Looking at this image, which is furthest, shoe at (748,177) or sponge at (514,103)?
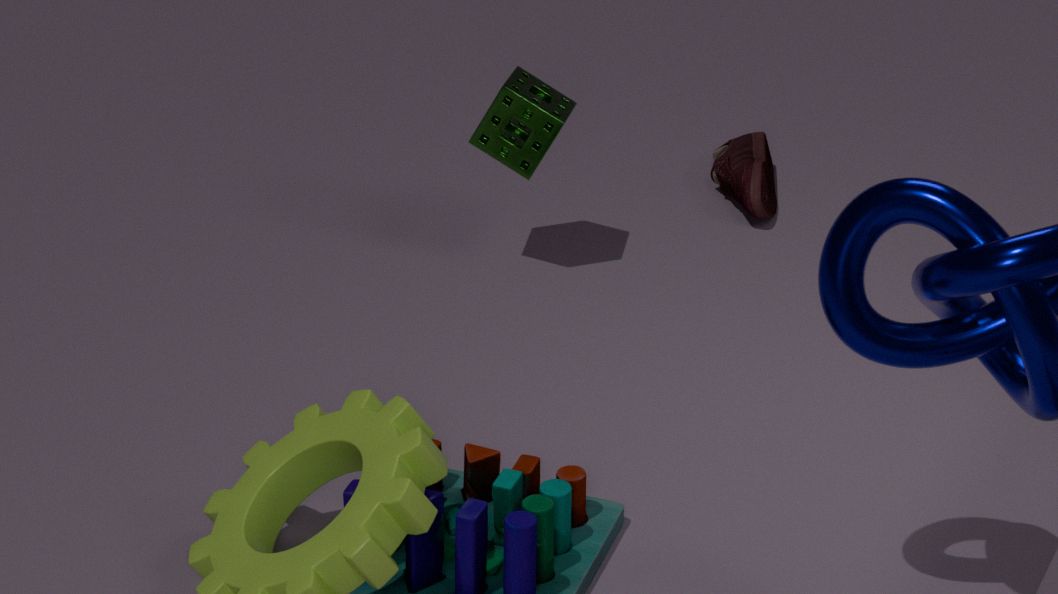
shoe at (748,177)
